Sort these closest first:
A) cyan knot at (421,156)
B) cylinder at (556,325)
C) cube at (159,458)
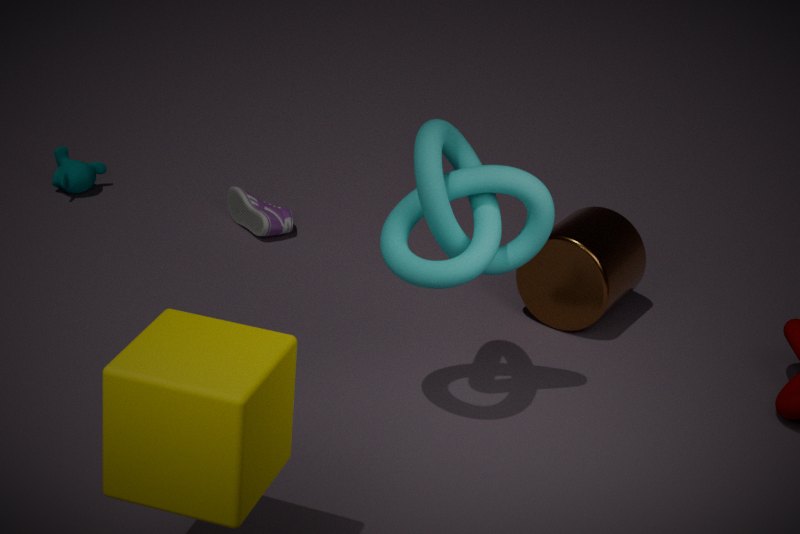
cube at (159,458) < cyan knot at (421,156) < cylinder at (556,325)
